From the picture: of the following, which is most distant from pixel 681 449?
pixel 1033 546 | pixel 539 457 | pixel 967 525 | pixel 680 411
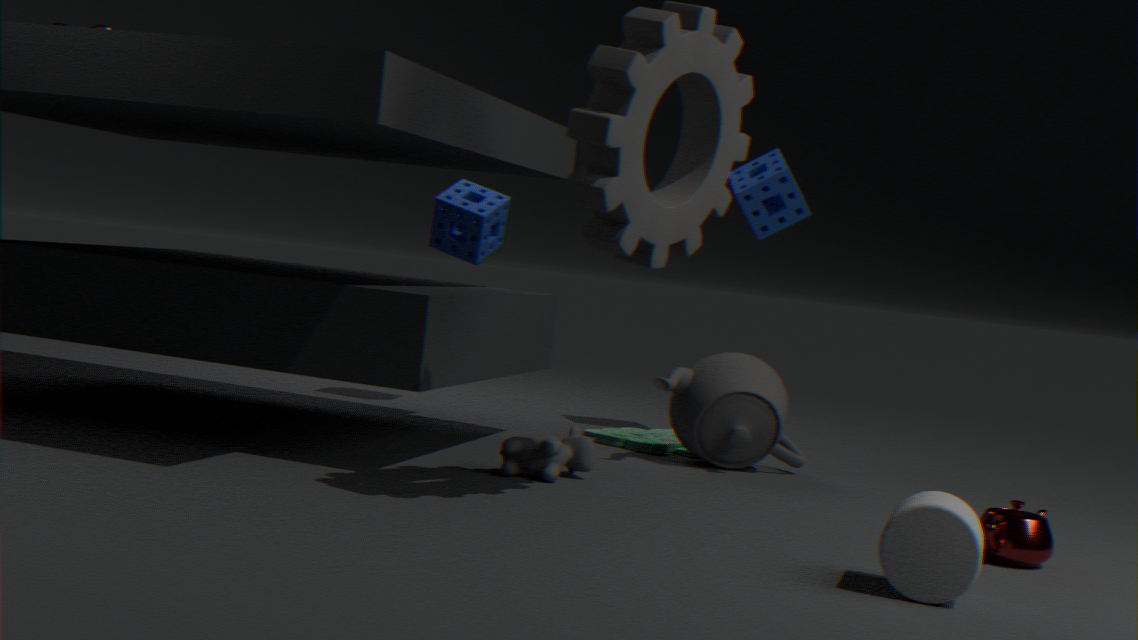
pixel 967 525
